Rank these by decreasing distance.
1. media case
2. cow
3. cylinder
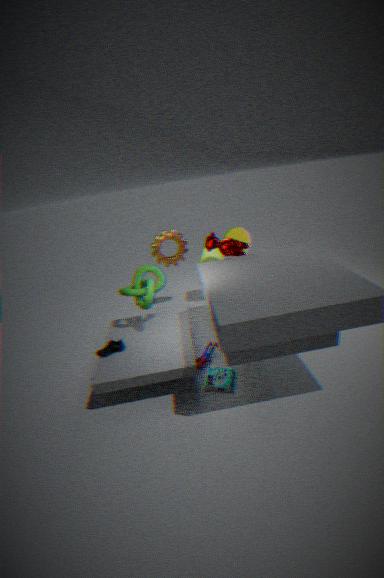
cylinder, cow, media case
